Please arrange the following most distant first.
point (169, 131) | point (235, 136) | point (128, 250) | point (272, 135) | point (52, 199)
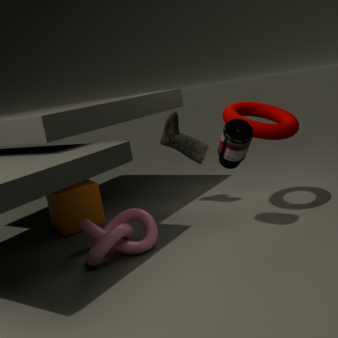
point (52, 199)
point (169, 131)
point (272, 135)
point (128, 250)
point (235, 136)
